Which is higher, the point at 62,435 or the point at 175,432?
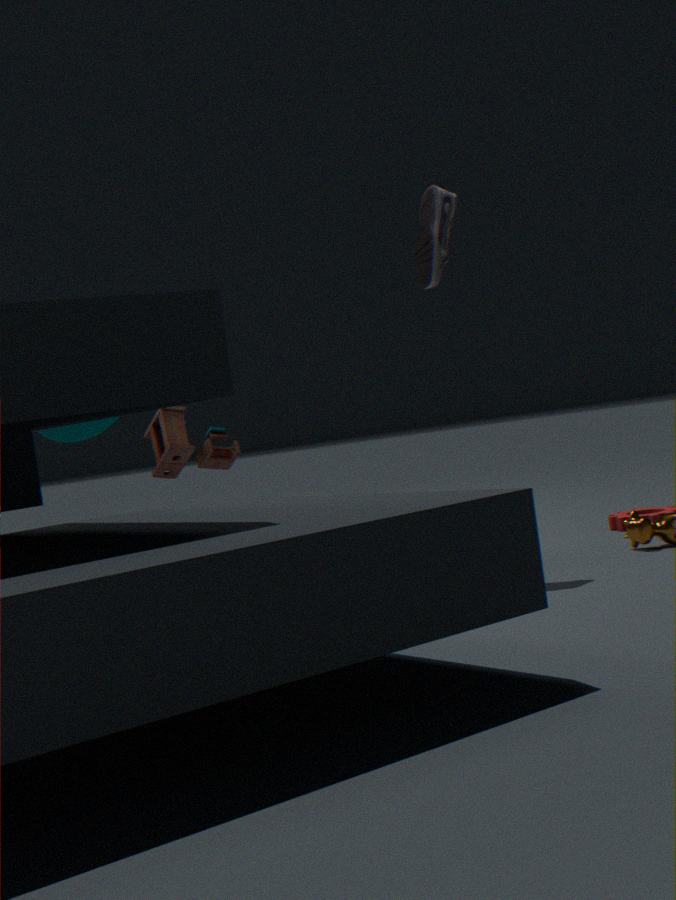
the point at 62,435
